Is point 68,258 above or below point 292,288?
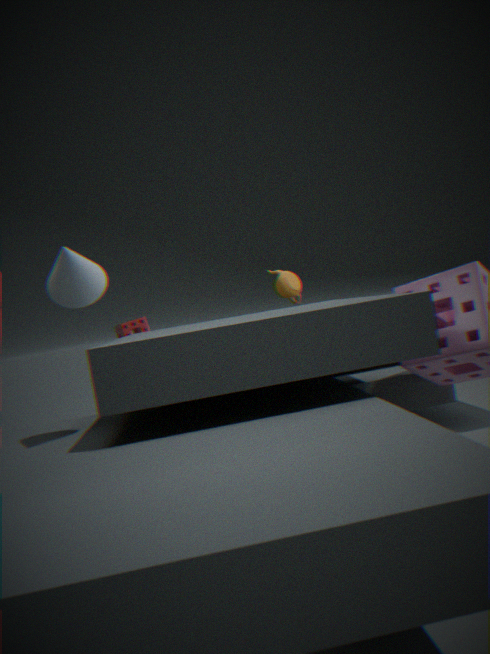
above
